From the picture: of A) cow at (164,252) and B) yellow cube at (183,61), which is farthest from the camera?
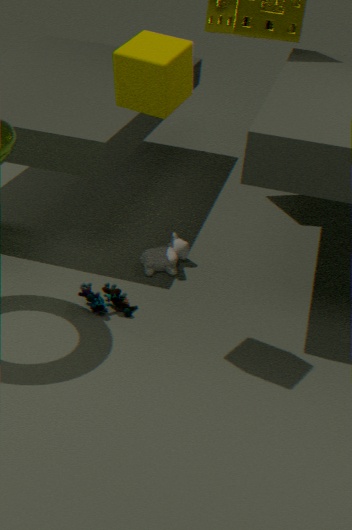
A. cow at (164,252)
